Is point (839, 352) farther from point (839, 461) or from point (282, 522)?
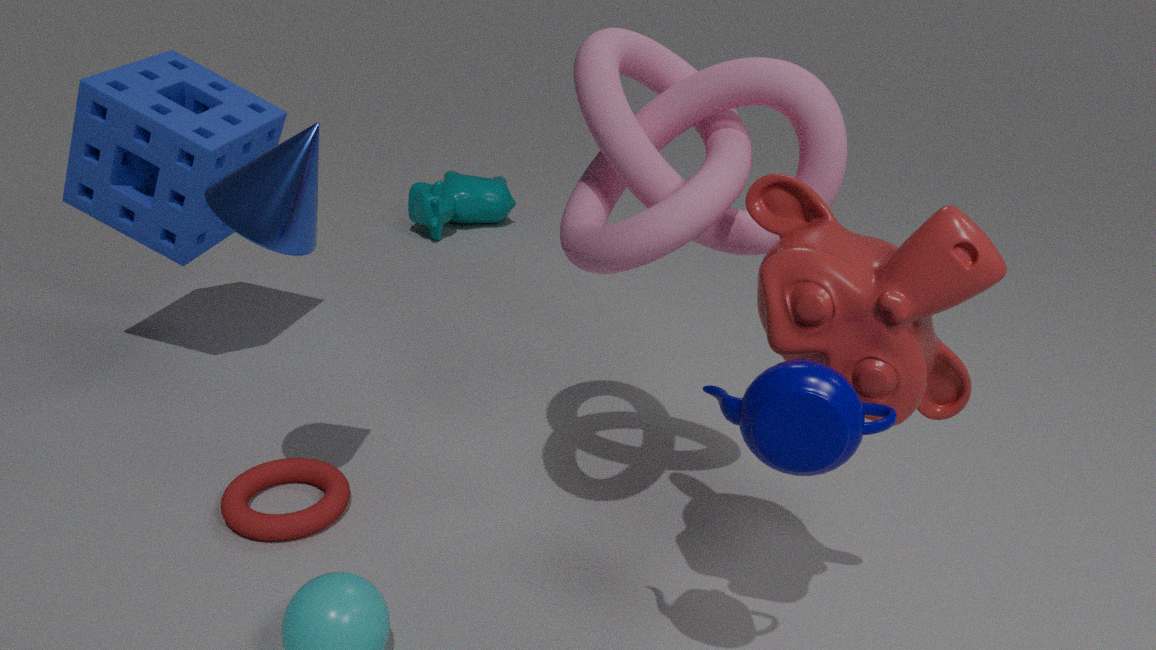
point (282, 522)
